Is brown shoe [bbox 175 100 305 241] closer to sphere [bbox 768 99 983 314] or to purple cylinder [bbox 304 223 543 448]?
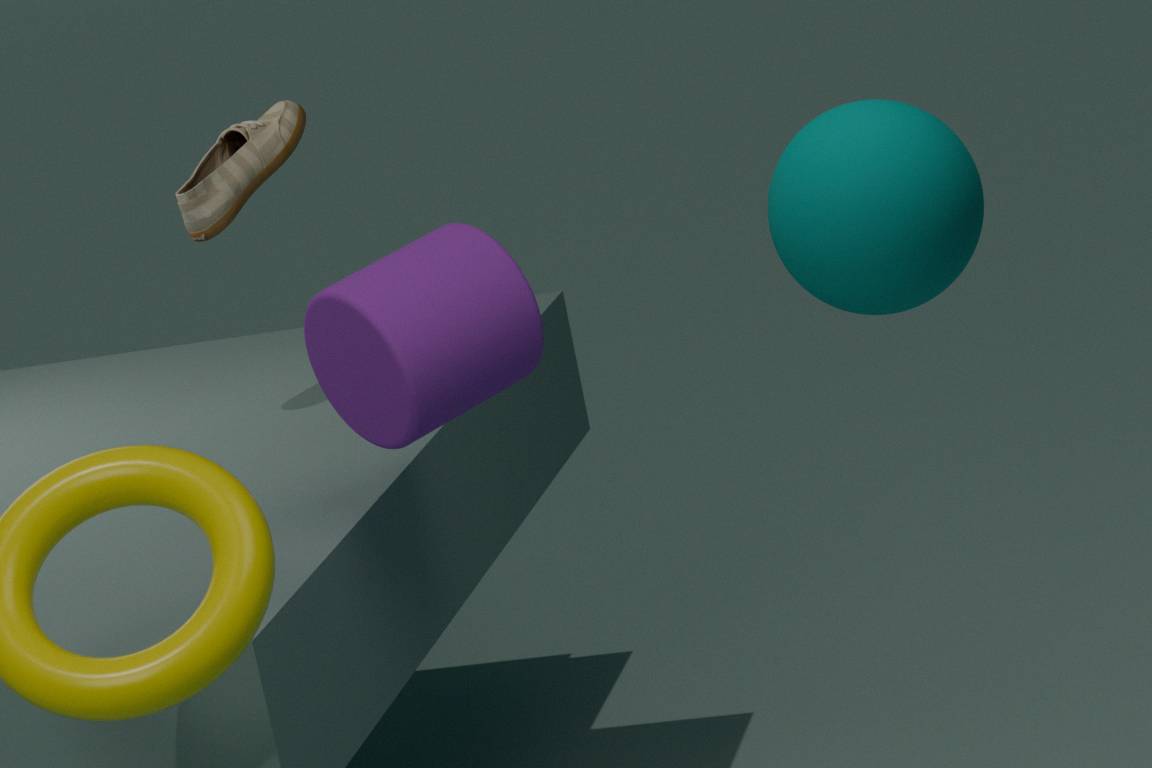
purple cylinder [bbox 304 223 543 448]
